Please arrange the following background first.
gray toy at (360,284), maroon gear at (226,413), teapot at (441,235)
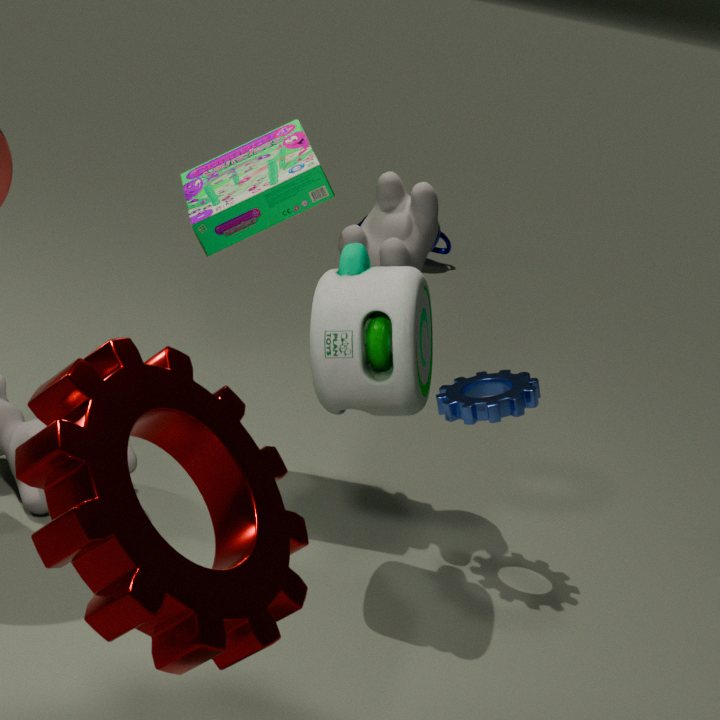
teapot at (441,235)
gray toy at (360,284)
maroon gear at (226,413)
